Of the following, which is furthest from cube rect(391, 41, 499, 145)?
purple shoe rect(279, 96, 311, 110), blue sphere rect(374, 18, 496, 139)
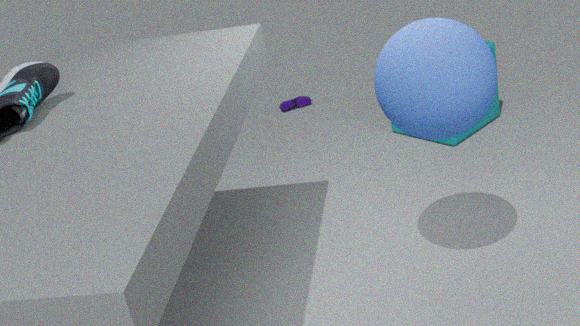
blue sphere rect(374, 18, 496, 139)
